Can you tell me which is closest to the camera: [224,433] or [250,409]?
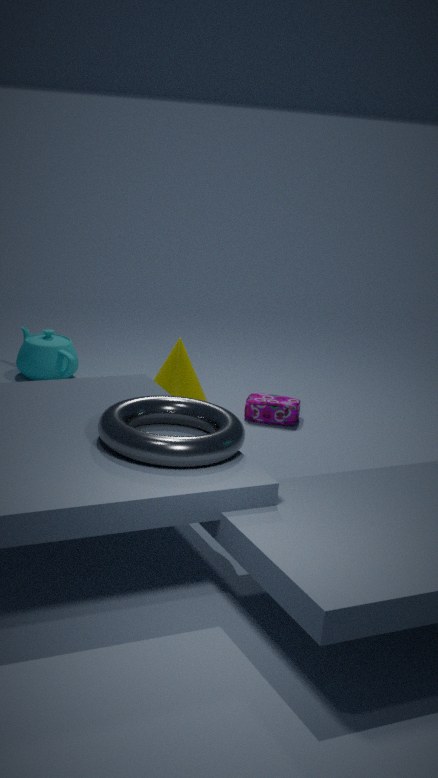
[224,433]
